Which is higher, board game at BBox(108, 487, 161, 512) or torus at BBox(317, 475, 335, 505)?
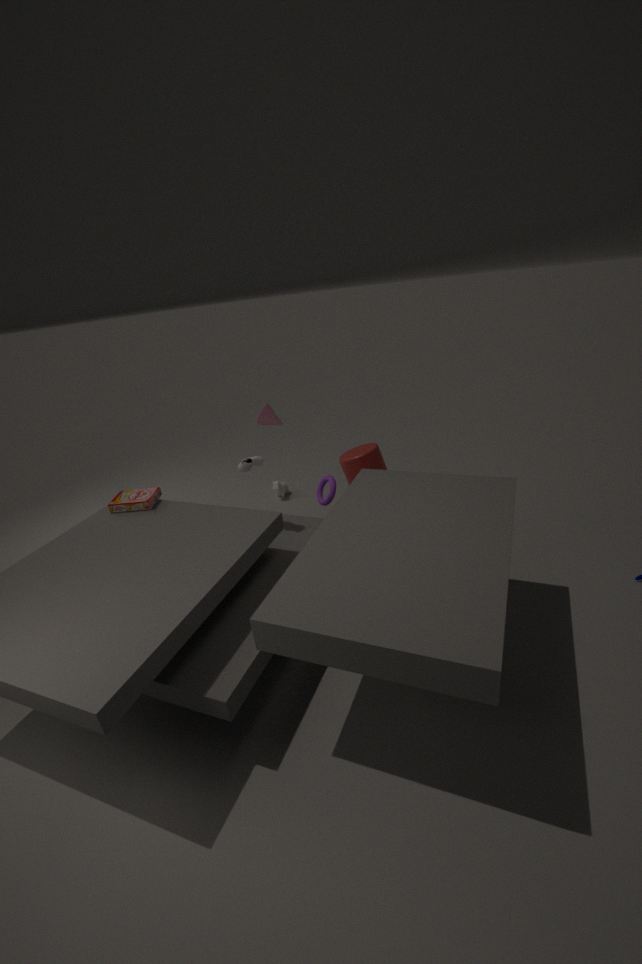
board game at BBox(108, 487, 161, 512)
